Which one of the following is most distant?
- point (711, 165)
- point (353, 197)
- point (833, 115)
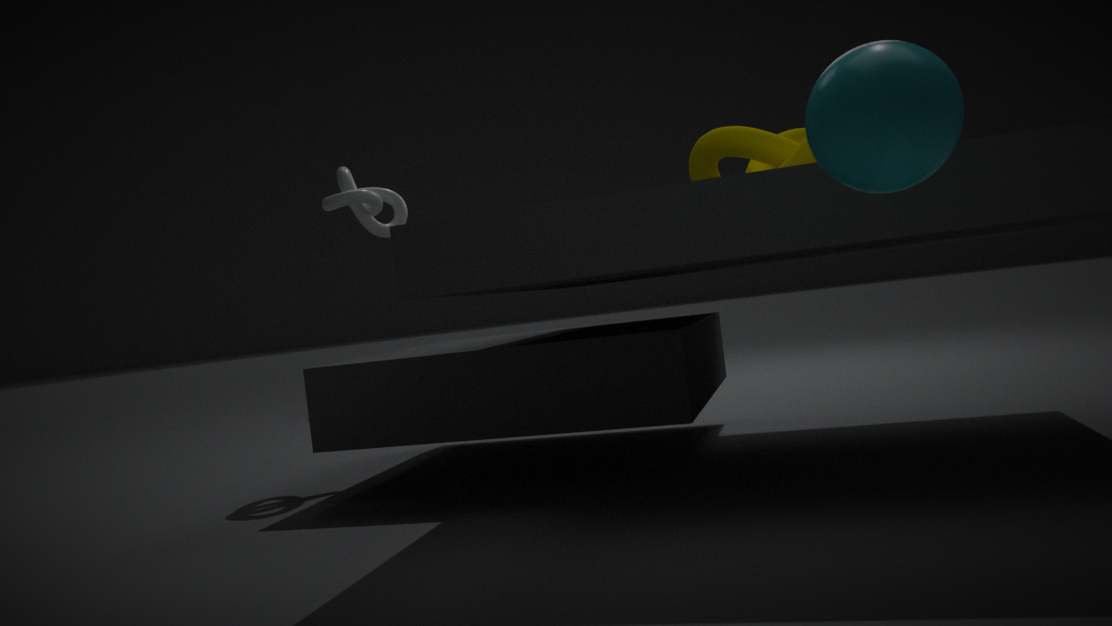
point (353, 197)
